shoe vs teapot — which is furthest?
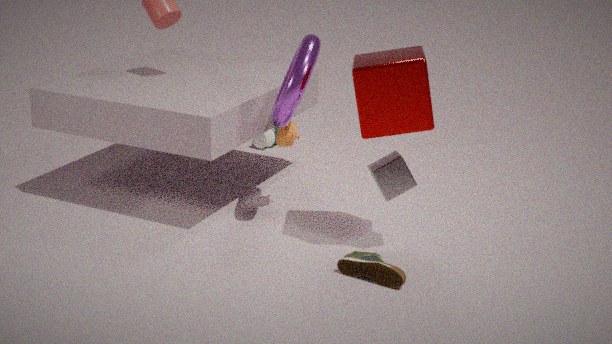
teapot
